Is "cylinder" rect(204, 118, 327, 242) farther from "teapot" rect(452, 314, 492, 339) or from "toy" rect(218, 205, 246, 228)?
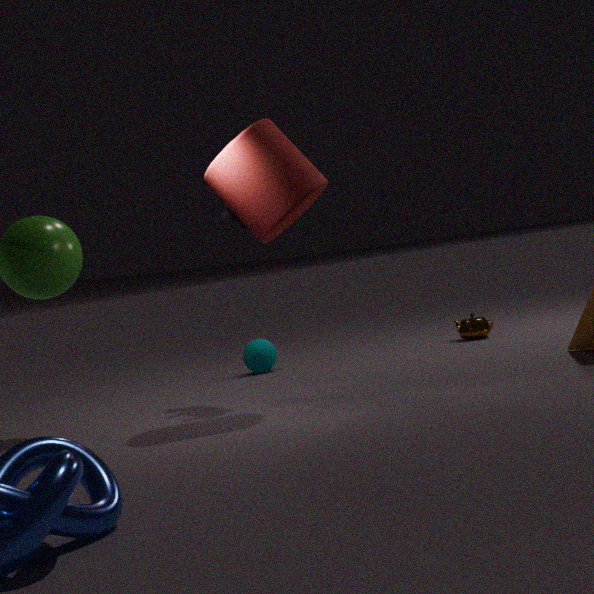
"teapot" rect(452, 314, 492, 339)
